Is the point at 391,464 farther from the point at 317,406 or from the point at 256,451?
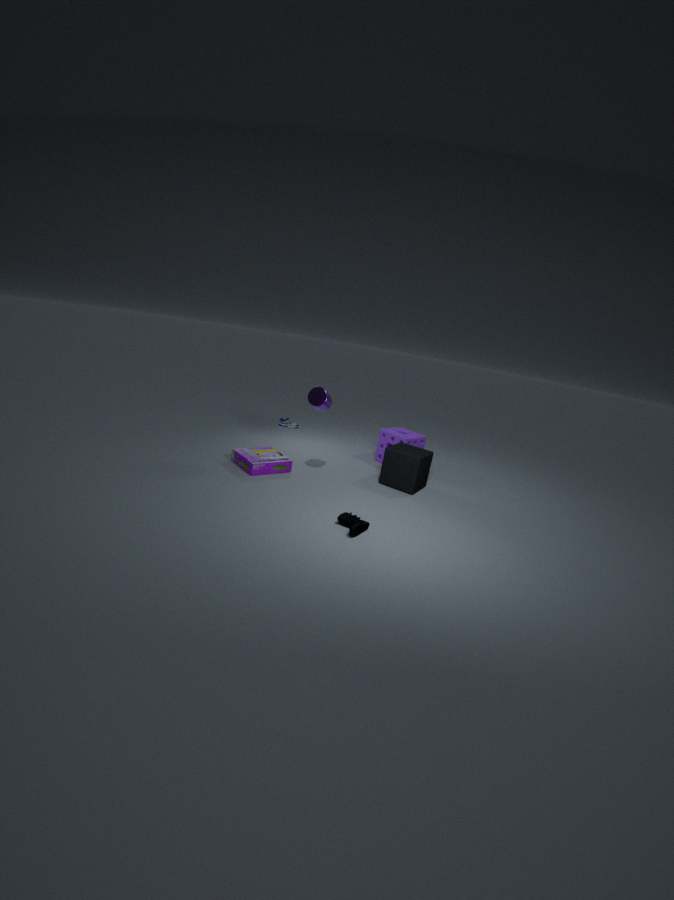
the point at 256,451
